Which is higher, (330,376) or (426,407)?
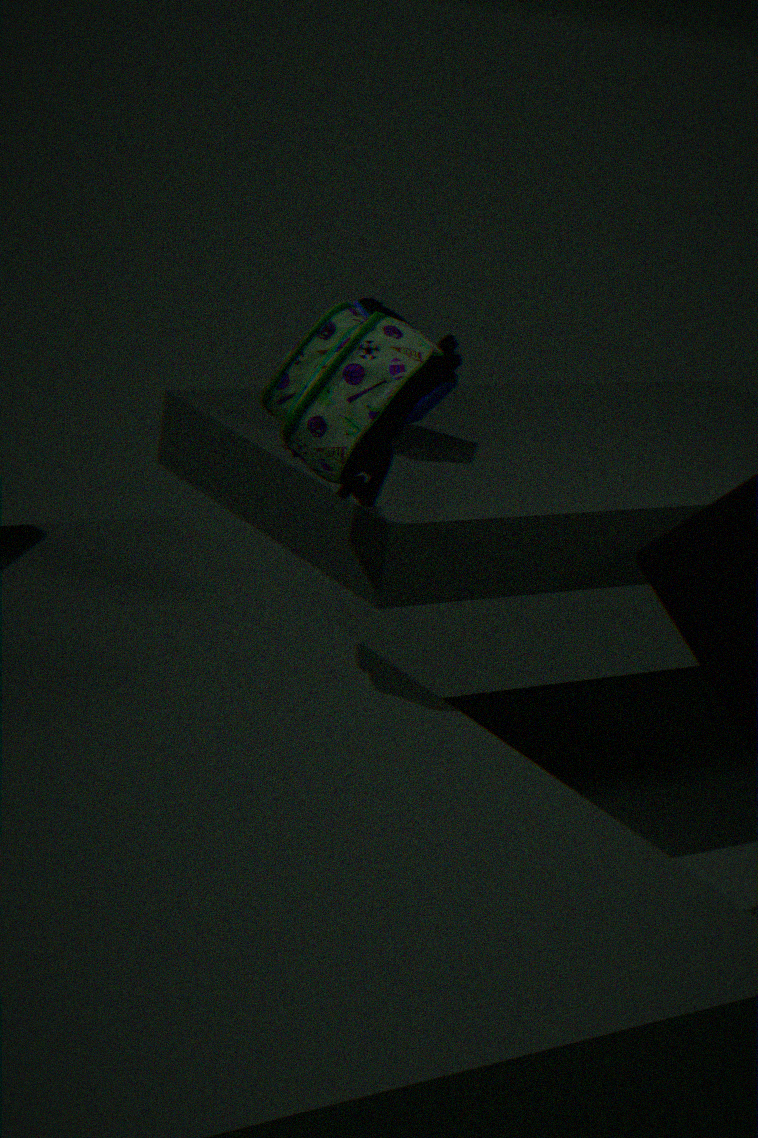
(330,376)
